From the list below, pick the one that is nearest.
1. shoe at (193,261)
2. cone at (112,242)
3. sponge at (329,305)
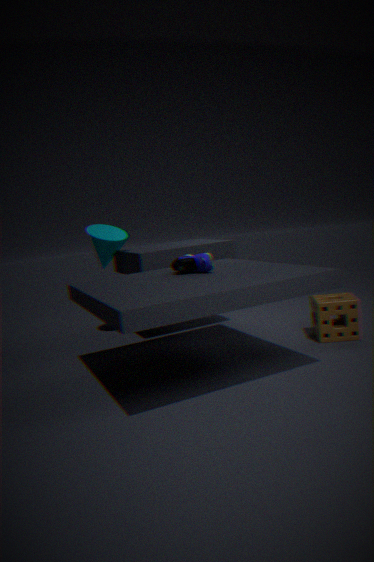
shoe at (193,261)
